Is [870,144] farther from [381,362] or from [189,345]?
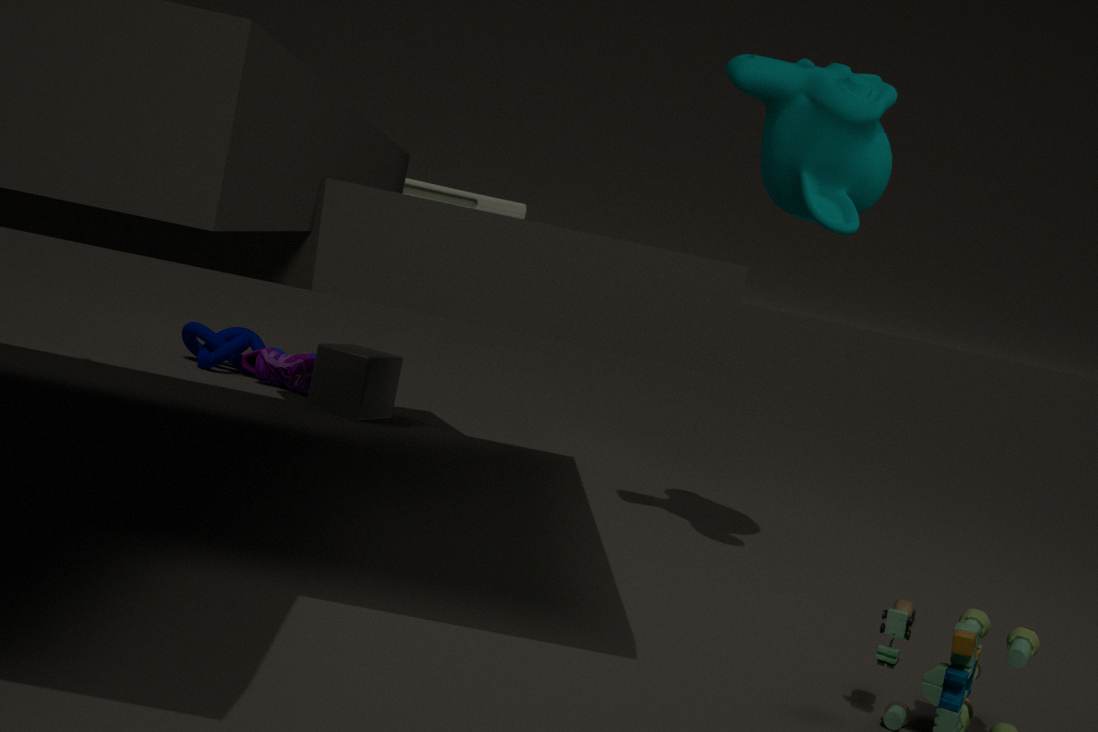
[189,345]
